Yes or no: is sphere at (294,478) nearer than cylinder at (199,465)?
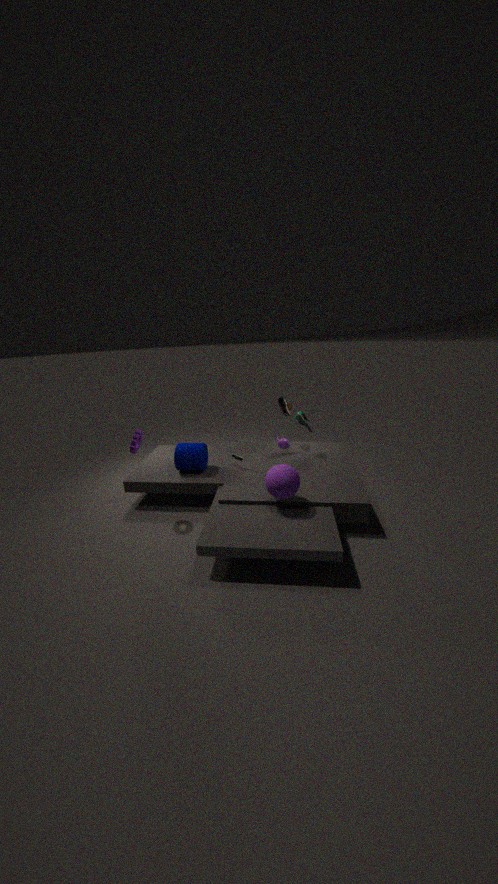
Yes
